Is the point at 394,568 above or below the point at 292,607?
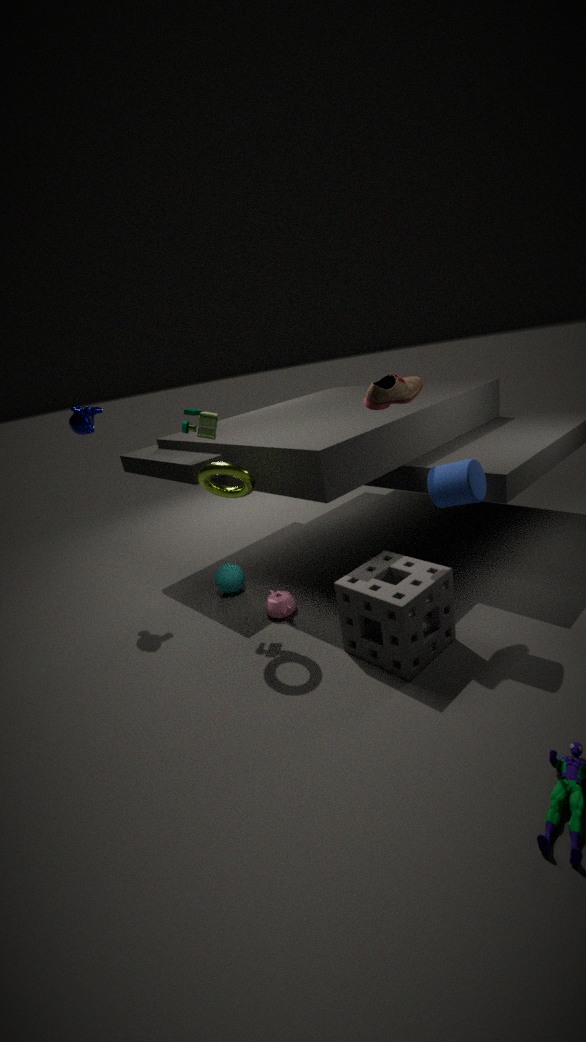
above
